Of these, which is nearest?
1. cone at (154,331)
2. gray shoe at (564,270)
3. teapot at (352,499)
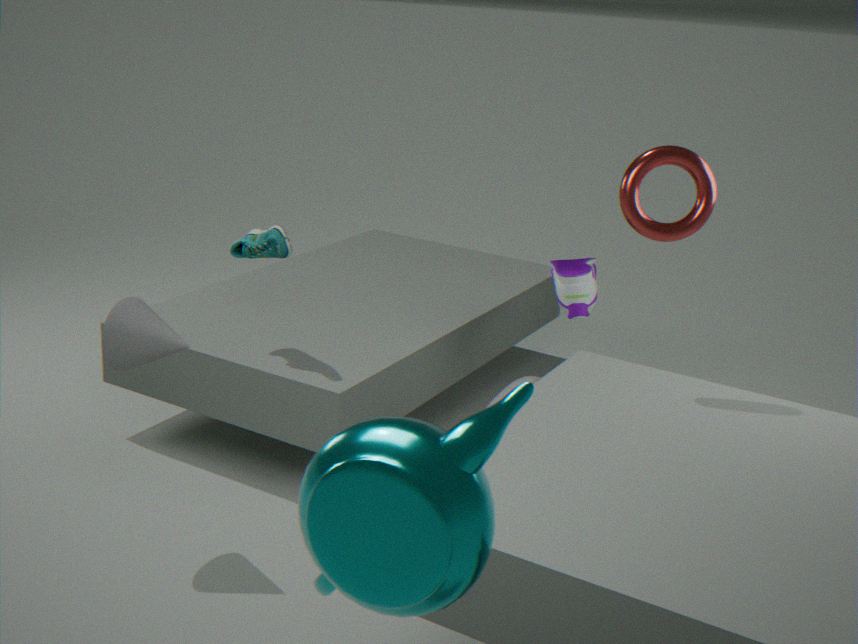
teapot at (352,499)
